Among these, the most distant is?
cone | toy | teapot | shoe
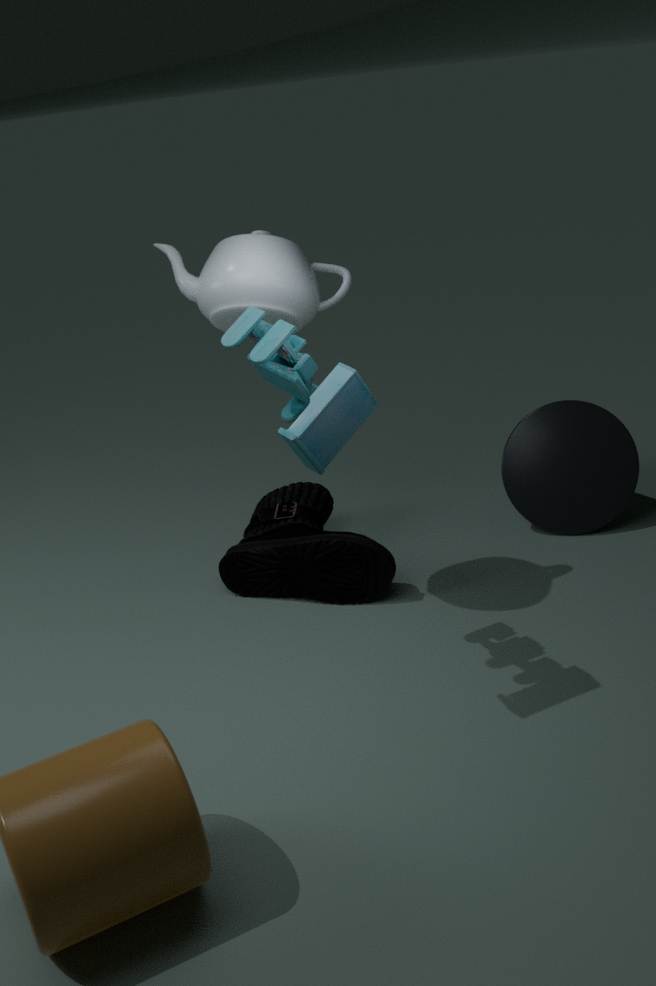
cone
